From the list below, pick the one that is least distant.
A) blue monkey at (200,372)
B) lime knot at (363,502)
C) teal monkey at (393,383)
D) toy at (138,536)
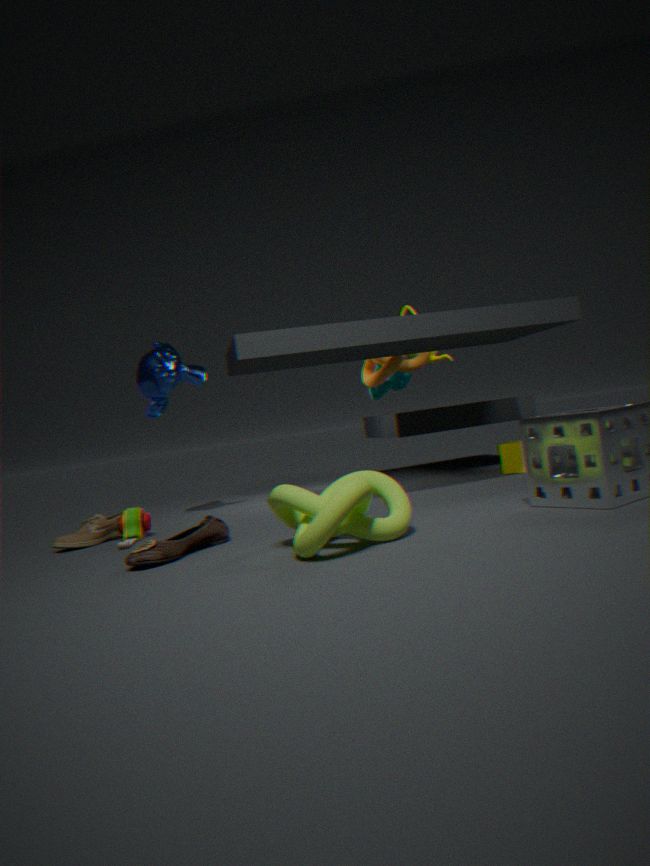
lime knot at (363,502)
